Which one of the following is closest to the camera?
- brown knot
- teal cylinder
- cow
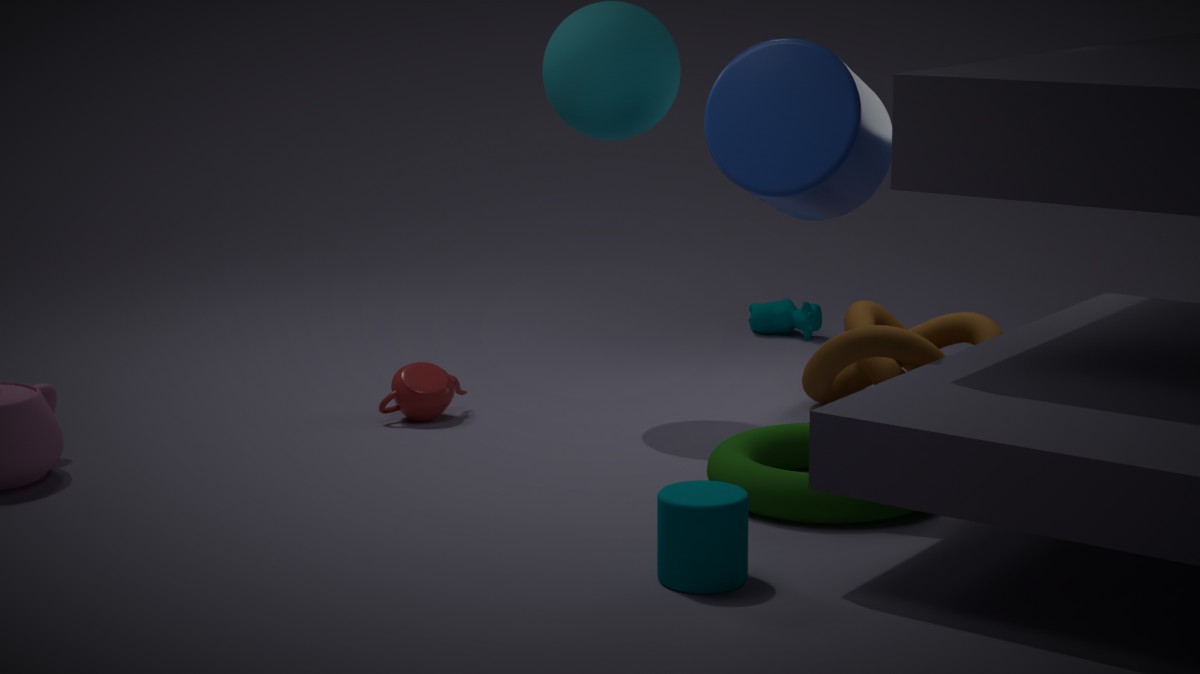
teal cylinder
